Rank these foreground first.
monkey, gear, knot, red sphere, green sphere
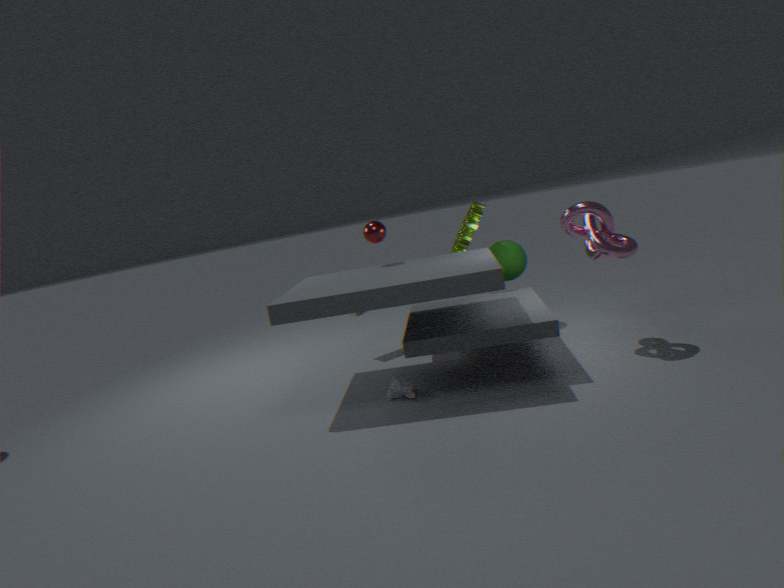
knot, monkey, red sphere, gear, green sphere
